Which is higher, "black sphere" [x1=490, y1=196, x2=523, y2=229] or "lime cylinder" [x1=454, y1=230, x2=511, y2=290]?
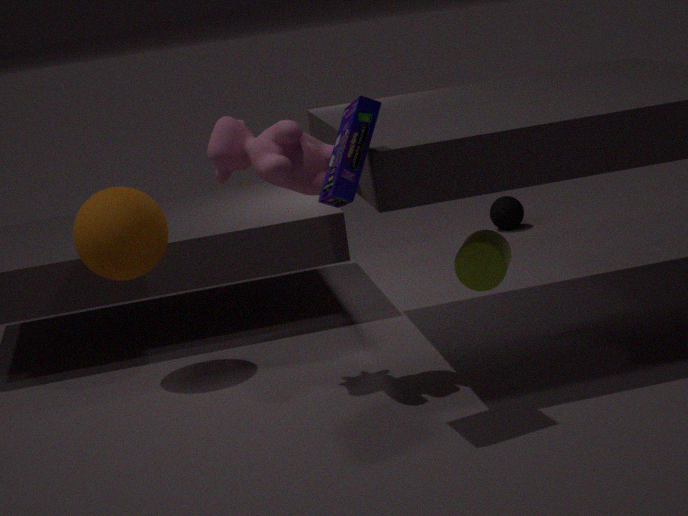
"lime cylinder" [x1=454, y1=230, x2=511, y2=290]
